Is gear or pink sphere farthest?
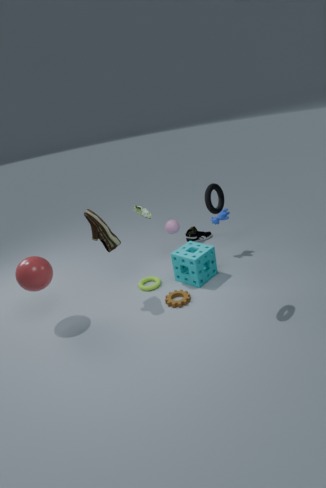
pink sphere
